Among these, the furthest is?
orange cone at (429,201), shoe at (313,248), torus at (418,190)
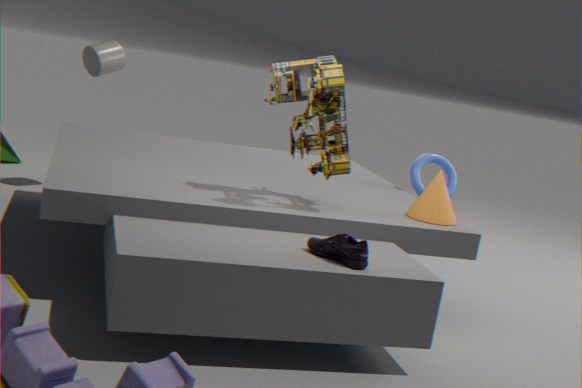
torus at (418,190)
